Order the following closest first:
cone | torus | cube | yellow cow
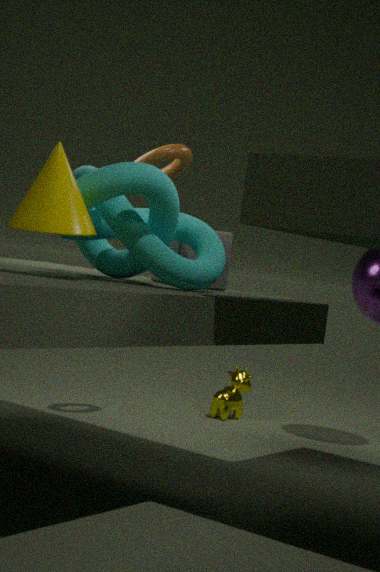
cone, cube, torus, yellow cow
